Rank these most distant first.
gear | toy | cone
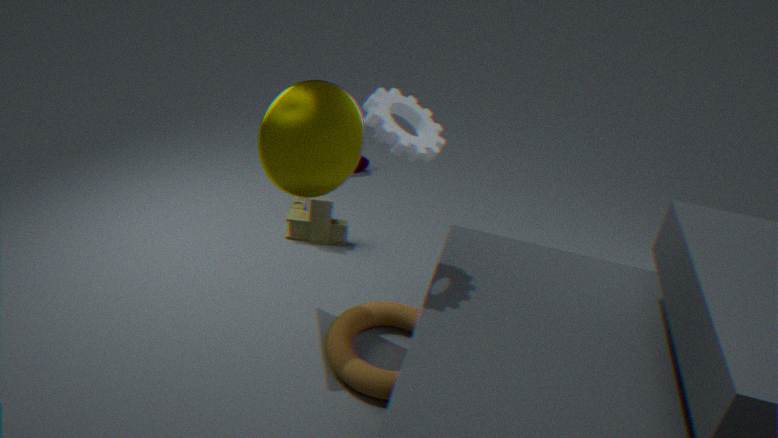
toy → cone → gear
